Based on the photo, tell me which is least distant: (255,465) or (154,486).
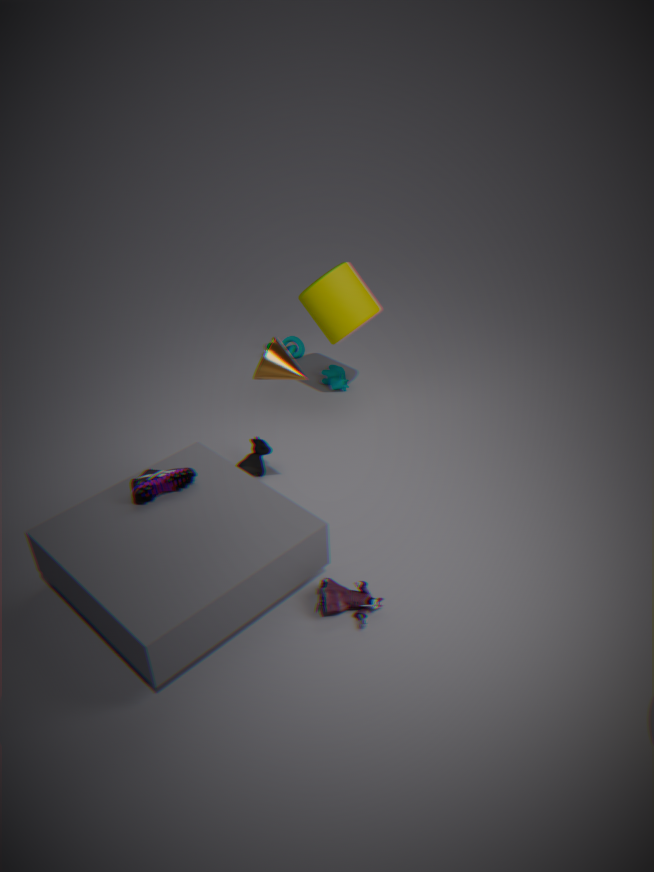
(154,486)
